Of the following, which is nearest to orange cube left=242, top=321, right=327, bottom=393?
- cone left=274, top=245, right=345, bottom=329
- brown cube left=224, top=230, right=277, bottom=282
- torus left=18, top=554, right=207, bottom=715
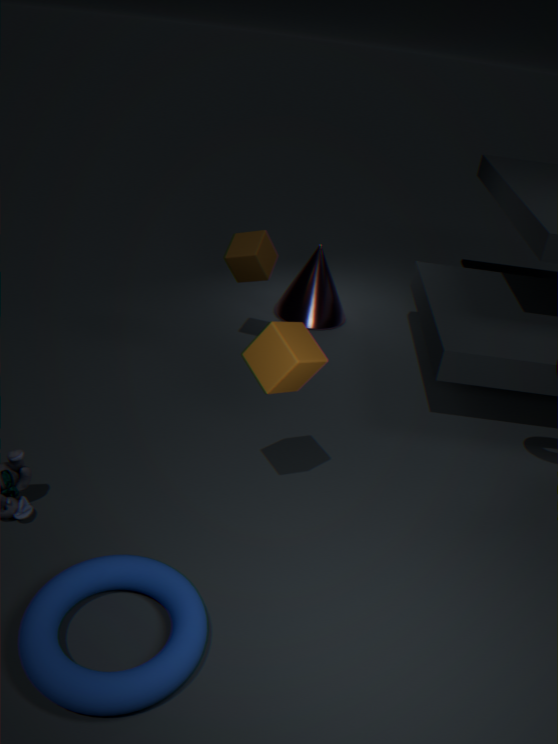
torus left=18, top=554, right=207, bottom=715
